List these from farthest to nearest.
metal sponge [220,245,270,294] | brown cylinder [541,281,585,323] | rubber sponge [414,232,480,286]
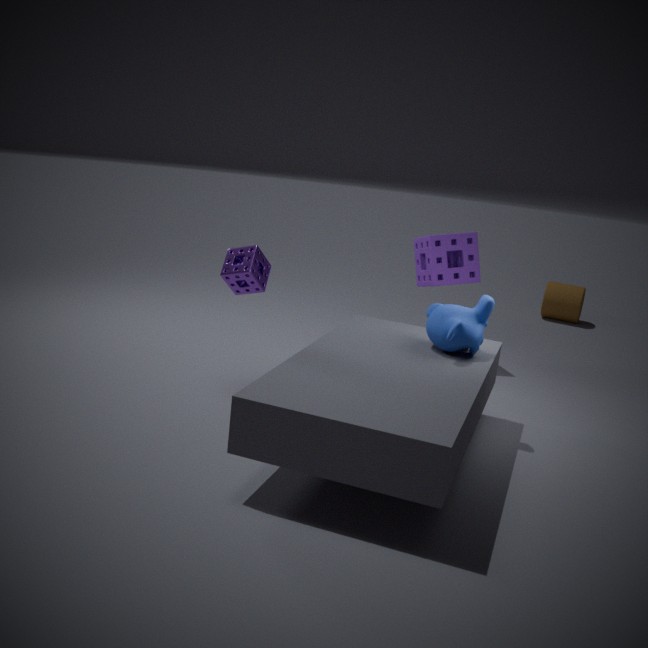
1. brown cylinder [541,281,585,323]
2. rubber sponge [414,232,480,286]
3. metal sponge [220,245,270,294]
